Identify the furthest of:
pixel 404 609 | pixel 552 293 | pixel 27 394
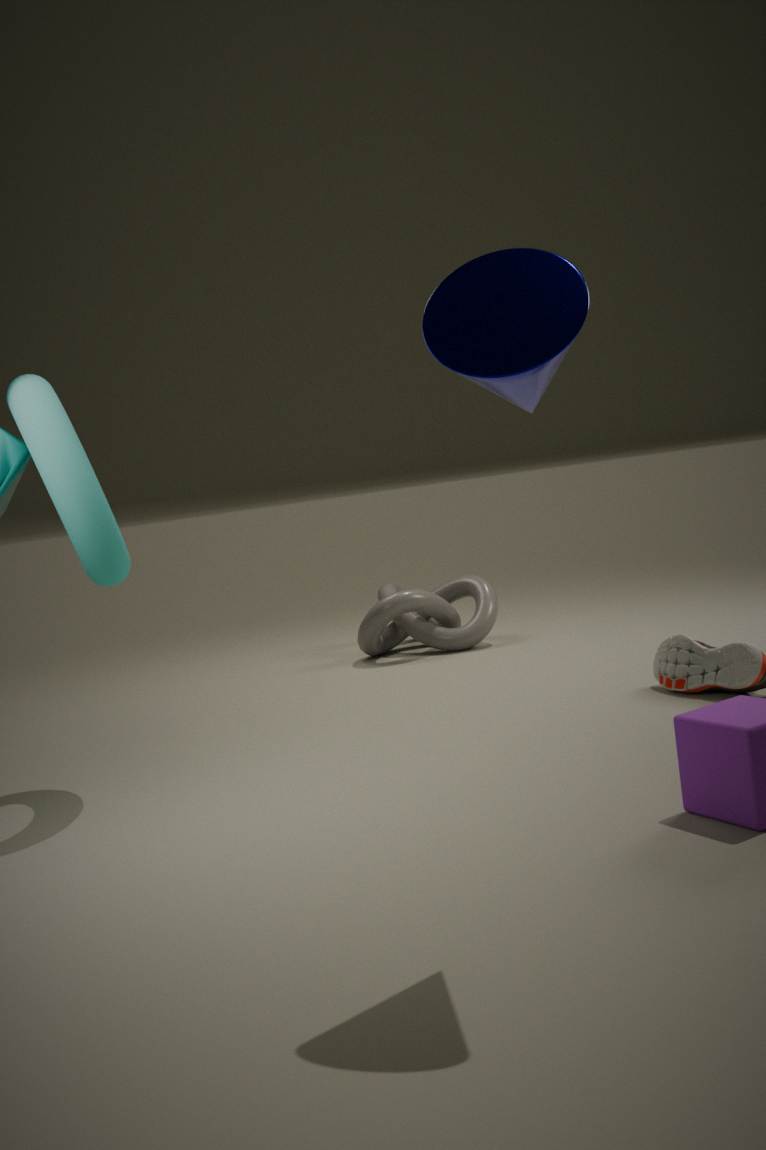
pixel 404 609
